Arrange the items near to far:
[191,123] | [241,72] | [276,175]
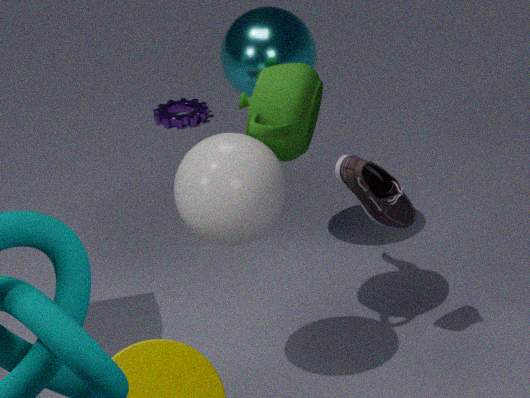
[276,175]
[241,72]
[191,123]
